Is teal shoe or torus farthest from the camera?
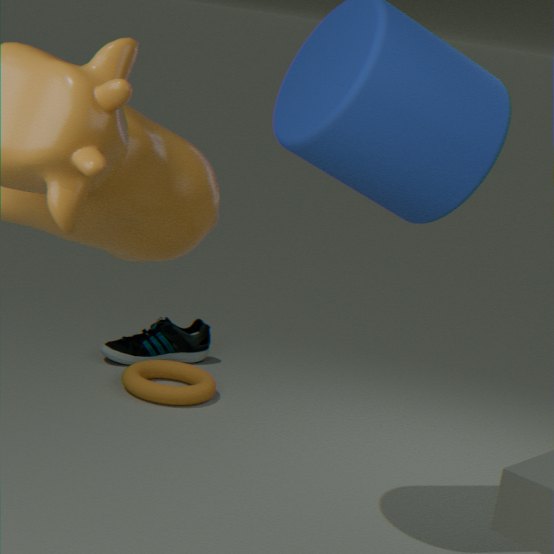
teal shoe
